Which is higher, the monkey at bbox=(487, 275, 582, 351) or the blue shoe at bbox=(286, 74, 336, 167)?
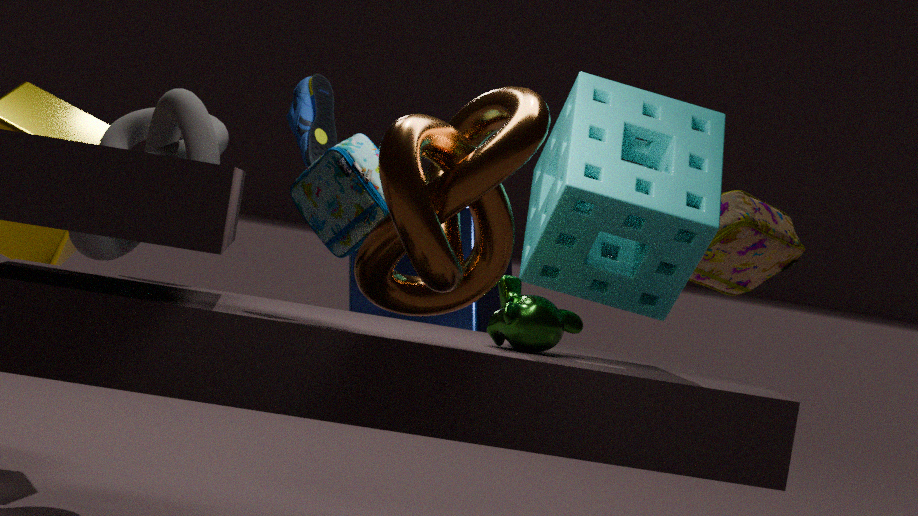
the blue shoe at bbox=(286, 74, 336, 167)
